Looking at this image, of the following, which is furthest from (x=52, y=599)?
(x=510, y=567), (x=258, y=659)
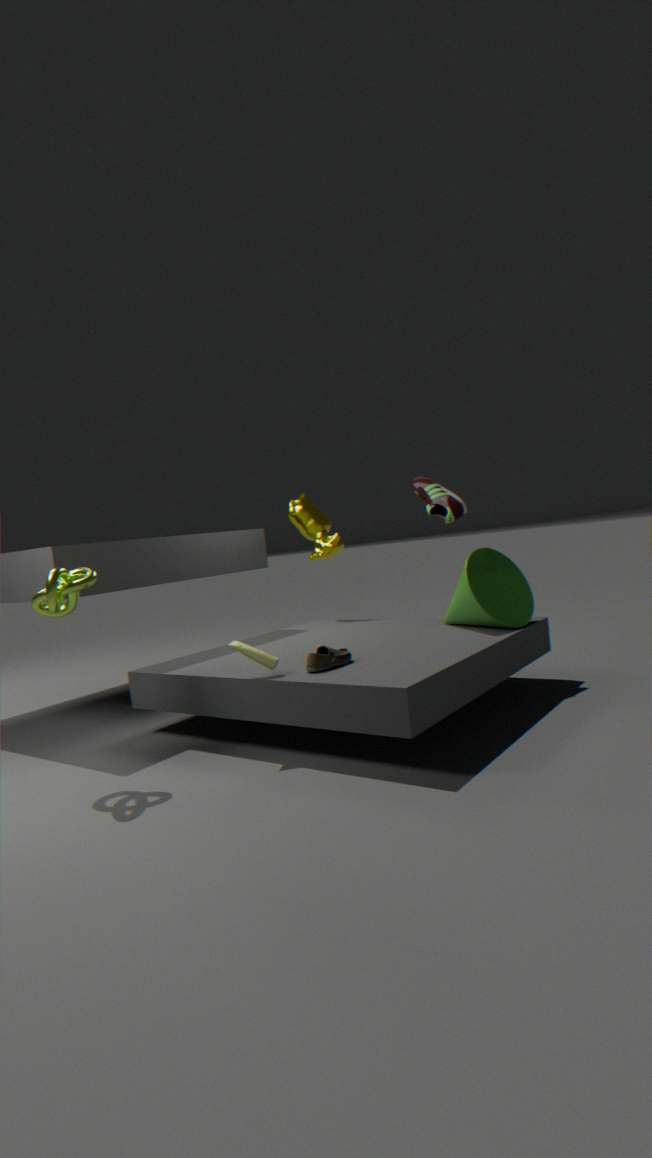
(x=510, y=567)
